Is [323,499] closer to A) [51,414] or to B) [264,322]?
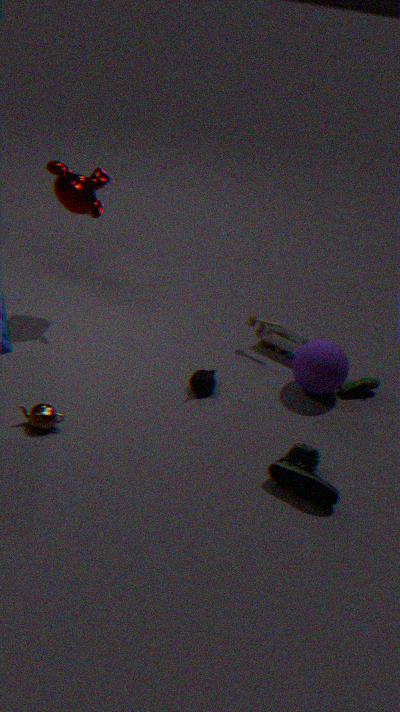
B) [264,322]
